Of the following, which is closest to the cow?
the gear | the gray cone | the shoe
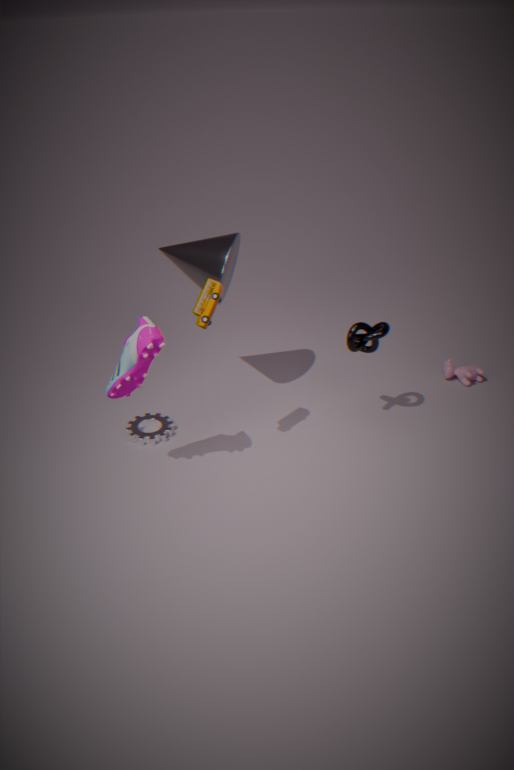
the gray cone
